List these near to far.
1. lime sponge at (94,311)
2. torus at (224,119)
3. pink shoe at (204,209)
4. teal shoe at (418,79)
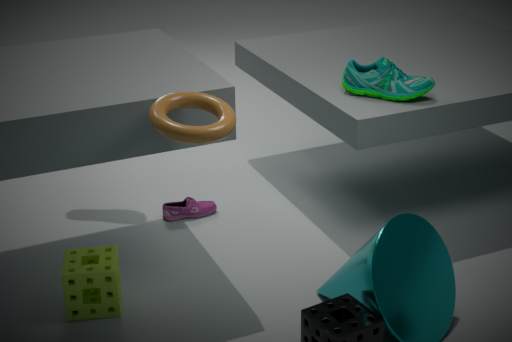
torus at (224,119) < lime sponge at (94,311) < teal shoe at (418,79) < pink shoe at (204,209)
